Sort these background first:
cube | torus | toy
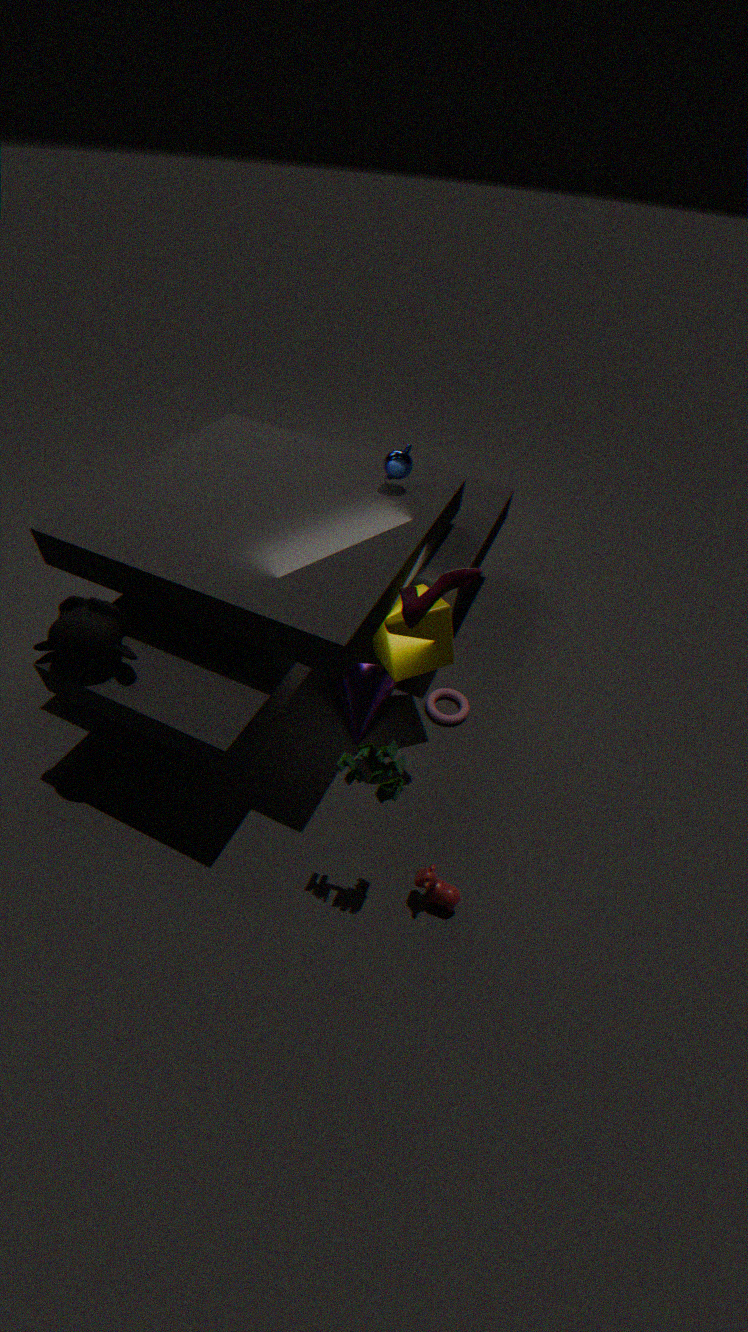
torus, cube, toy
